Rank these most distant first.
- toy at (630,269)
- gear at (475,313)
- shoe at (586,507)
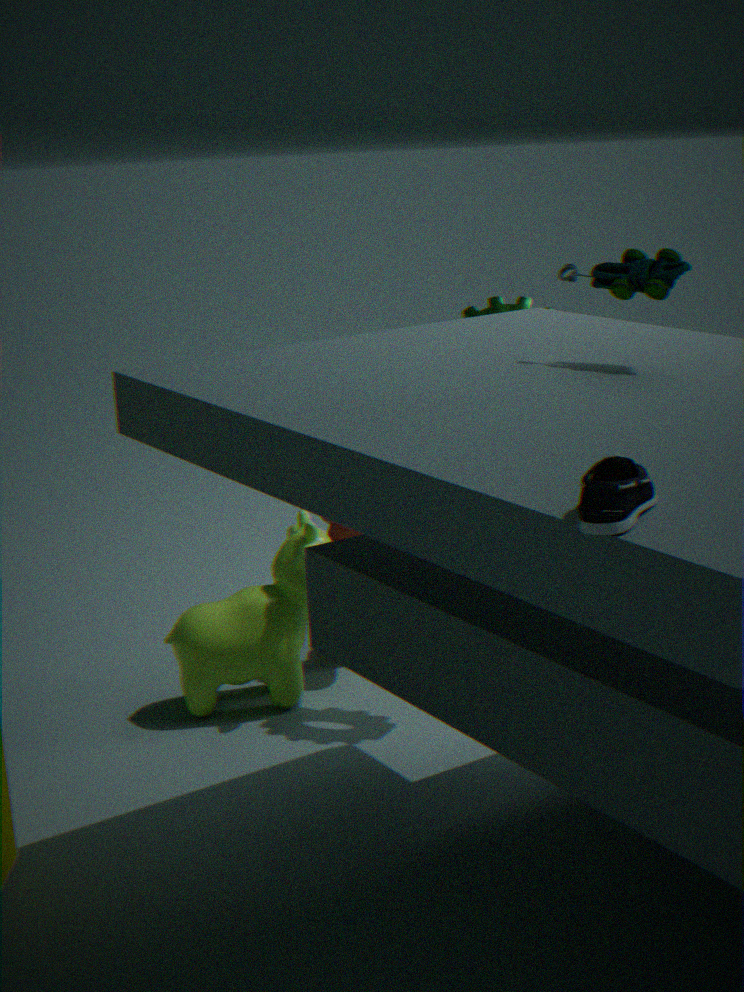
gear at (475,313) < toy at (630,269) < shoe at (586,507)
